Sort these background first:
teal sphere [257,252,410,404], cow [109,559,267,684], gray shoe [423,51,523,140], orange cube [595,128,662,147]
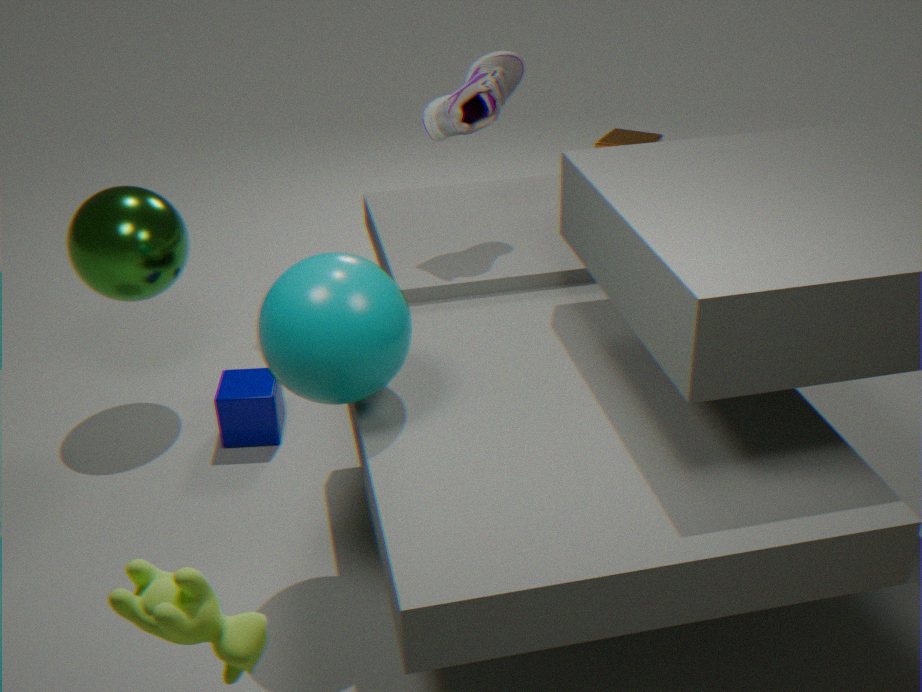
orange cube [595,128,662,147] → gray shoe [423,51,523,140] → teal sphere [257,252,410,404] → cow [109,559,267,684]
